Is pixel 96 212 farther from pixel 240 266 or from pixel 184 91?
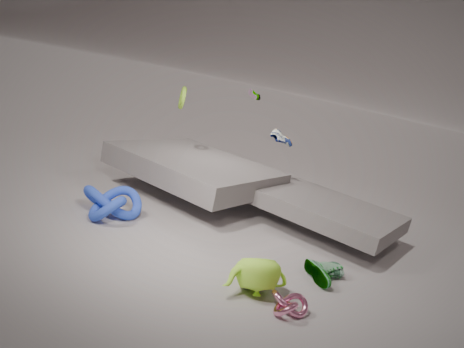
pixel 184 91
